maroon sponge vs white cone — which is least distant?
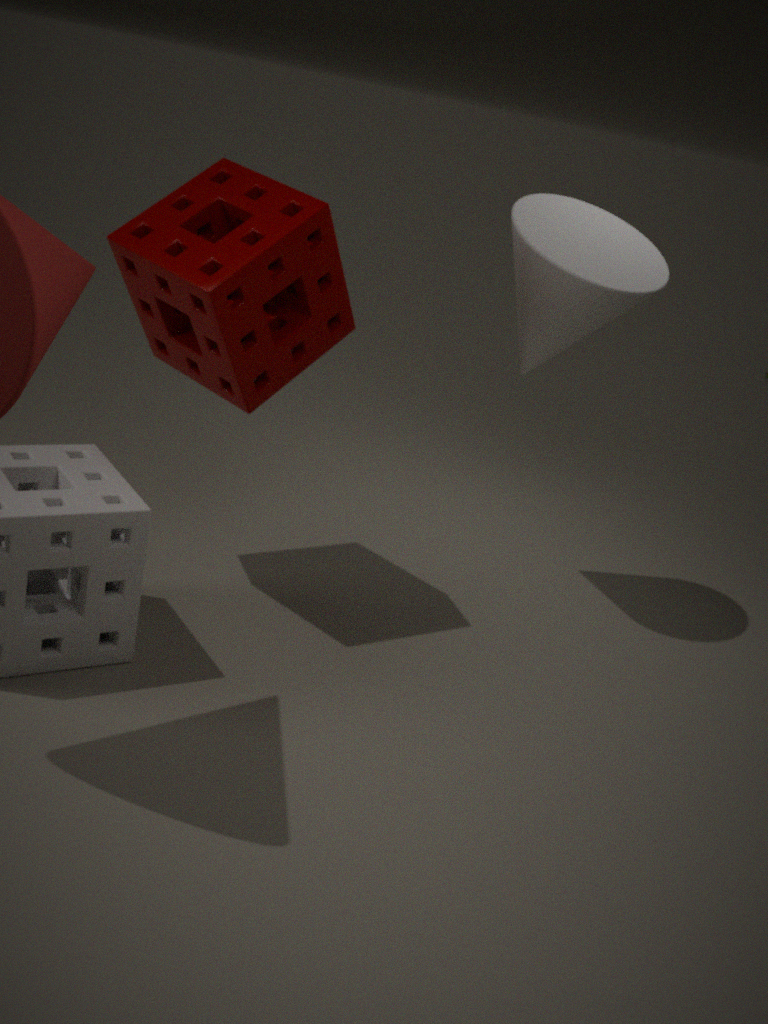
maroon sponge
